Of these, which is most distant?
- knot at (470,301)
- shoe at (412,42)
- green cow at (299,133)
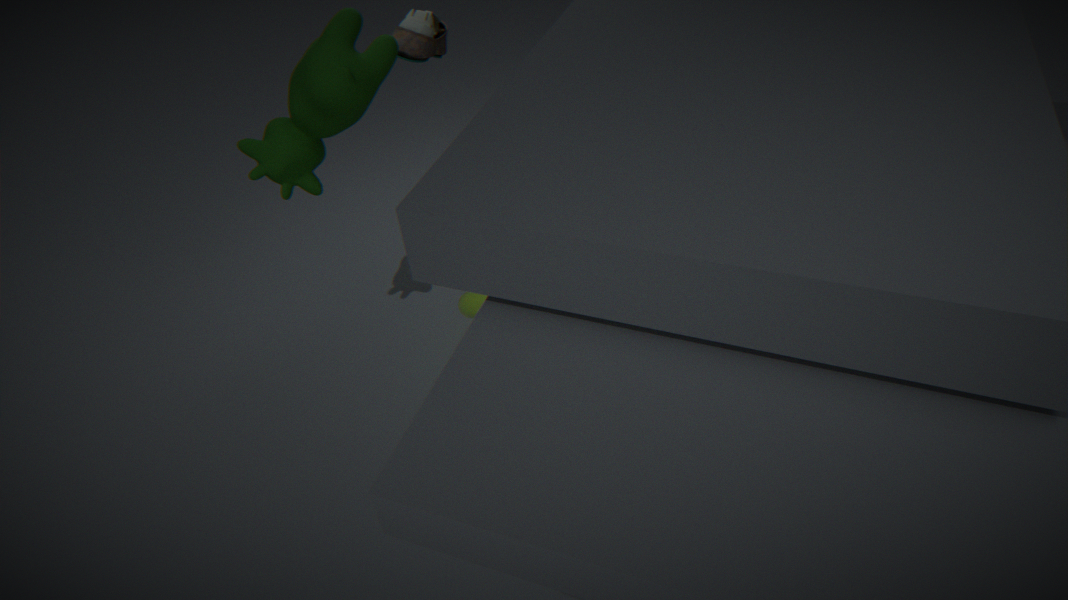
knot at (470,301)
